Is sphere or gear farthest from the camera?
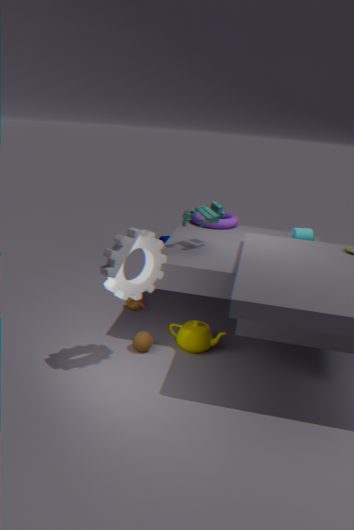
sphere
